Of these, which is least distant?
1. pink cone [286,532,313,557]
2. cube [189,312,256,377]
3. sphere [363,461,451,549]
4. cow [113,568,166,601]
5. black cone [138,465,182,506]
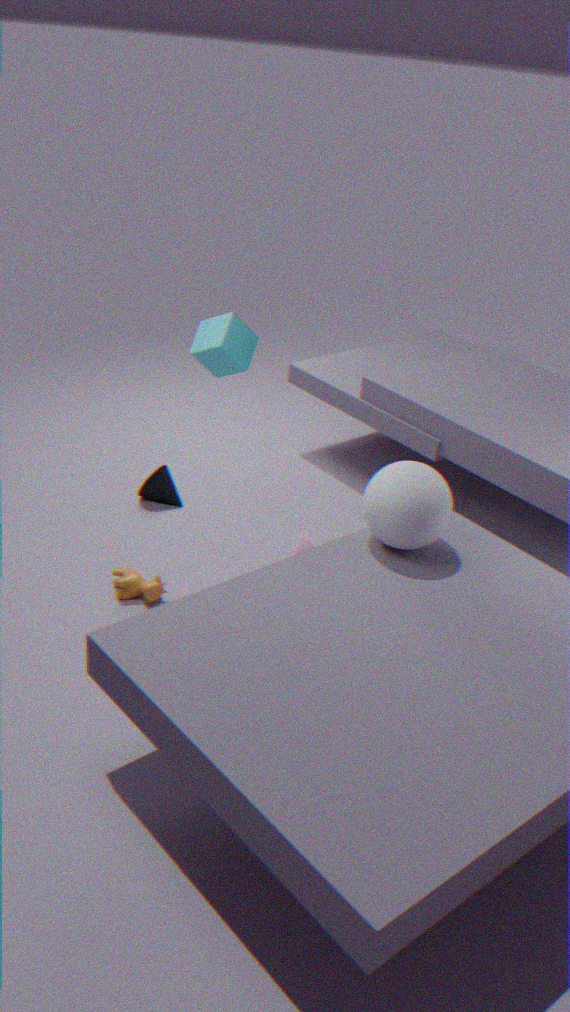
sphere [363,461,451,549]
